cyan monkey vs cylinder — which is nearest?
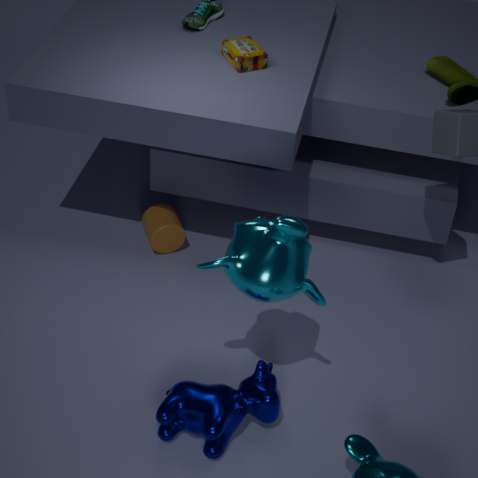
cyan monkey
